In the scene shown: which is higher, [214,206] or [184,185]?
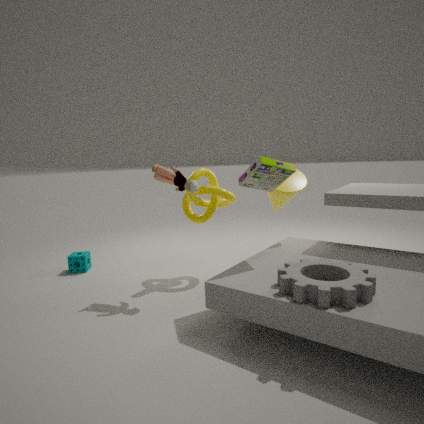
[184,185]
